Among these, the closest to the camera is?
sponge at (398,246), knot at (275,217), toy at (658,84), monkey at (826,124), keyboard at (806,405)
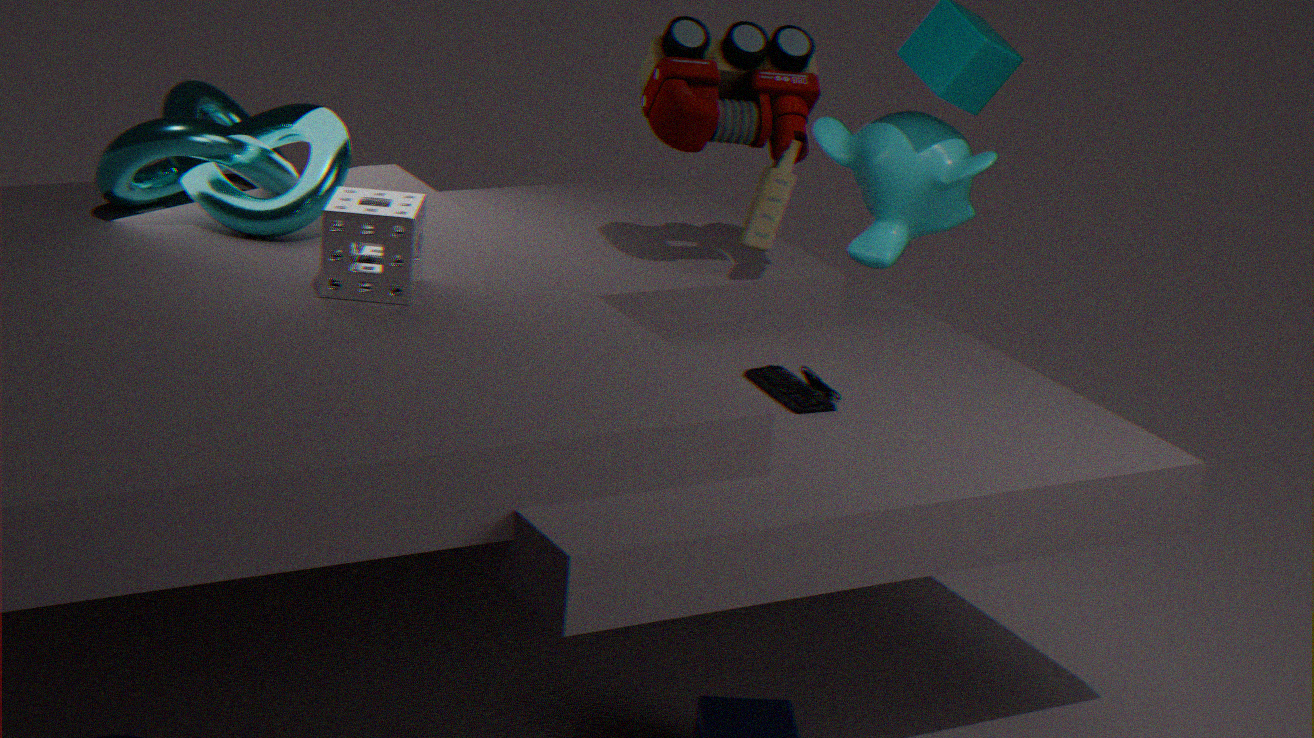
sponge at (398,246)
